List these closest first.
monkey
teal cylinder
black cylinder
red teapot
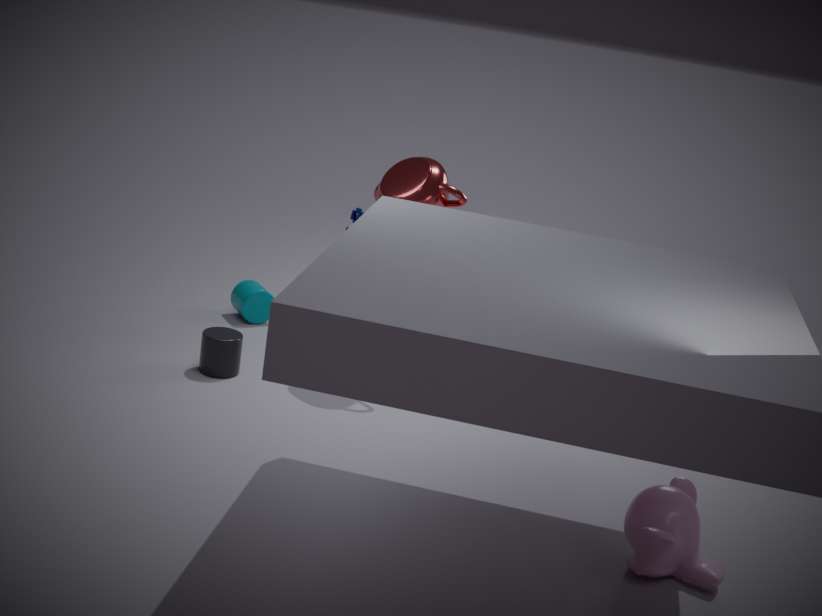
monkey, red teapot, black cylinder, teal cylinder
